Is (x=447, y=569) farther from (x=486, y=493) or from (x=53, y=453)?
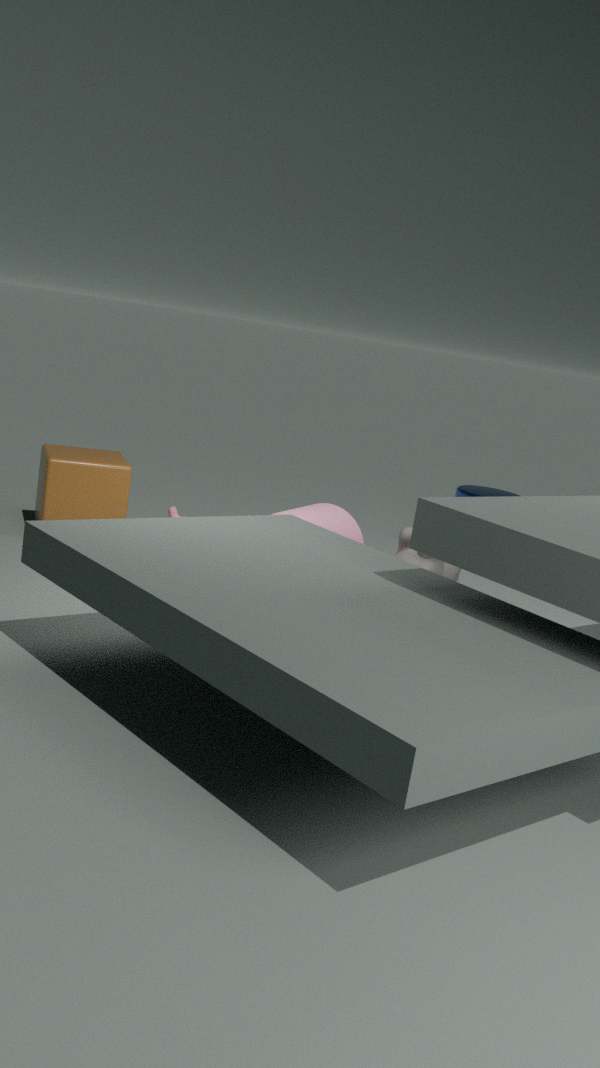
(x=53, y=453)
